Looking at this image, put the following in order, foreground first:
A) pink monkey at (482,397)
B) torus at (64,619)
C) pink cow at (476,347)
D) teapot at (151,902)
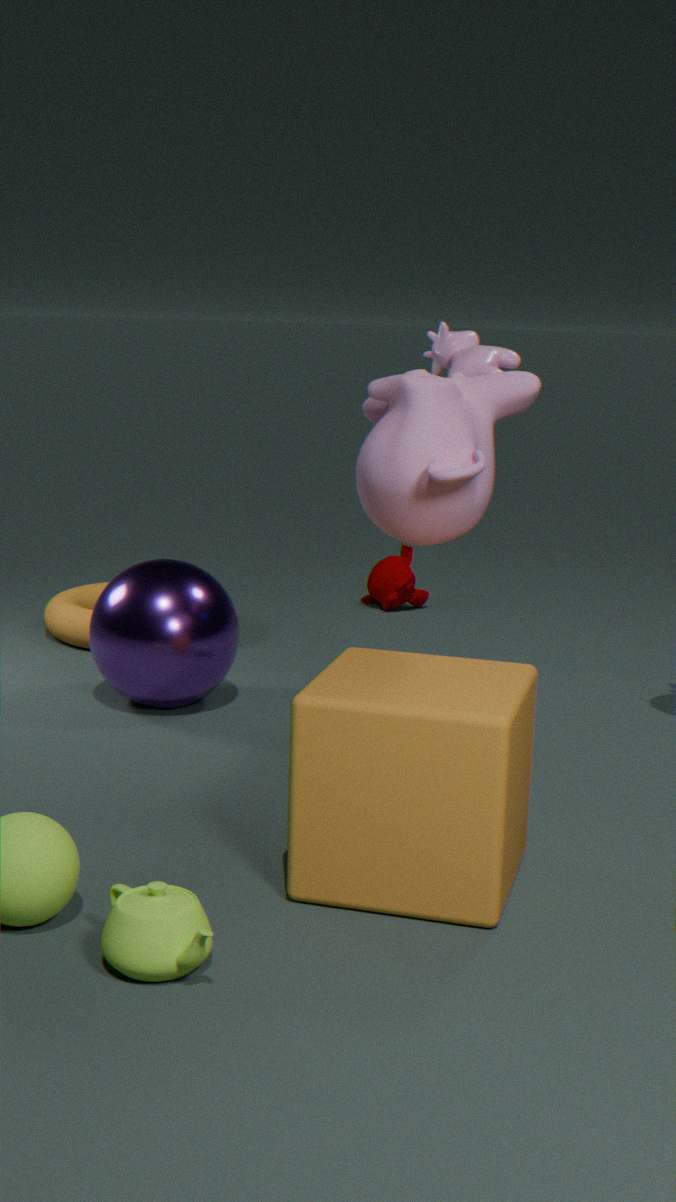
teapot at (151,902), pink monkey at (482,397), pink cow at (476,347), torus at (64,619)
